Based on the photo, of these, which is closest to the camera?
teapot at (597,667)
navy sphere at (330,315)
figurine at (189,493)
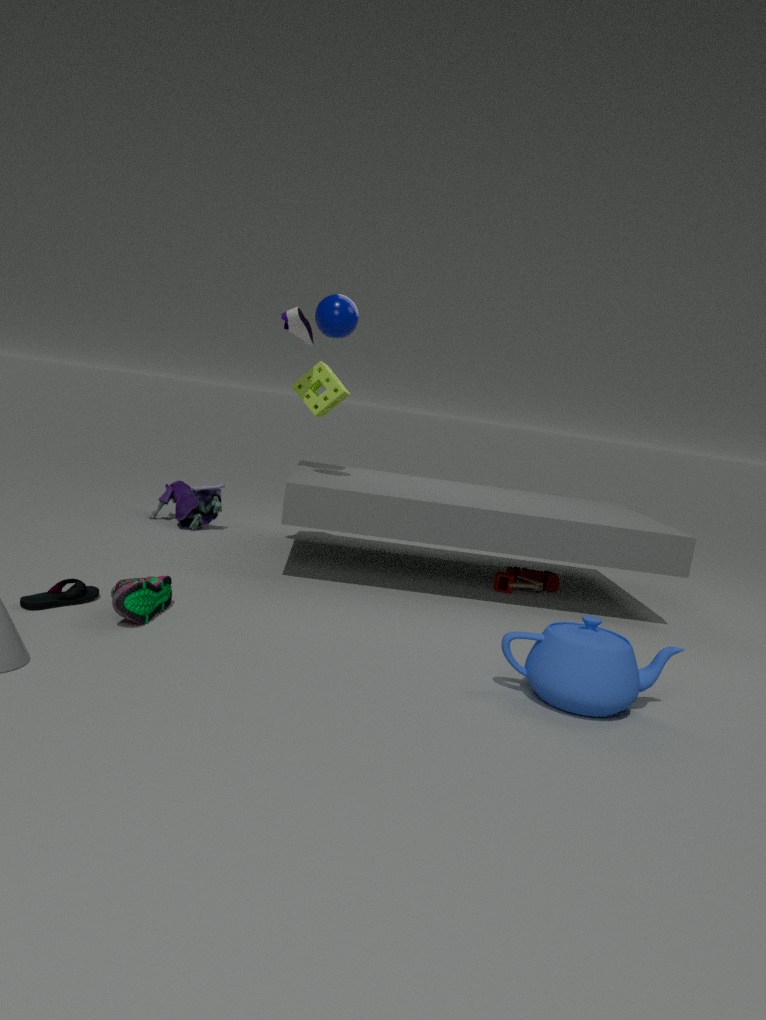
teapot at (597,667)
